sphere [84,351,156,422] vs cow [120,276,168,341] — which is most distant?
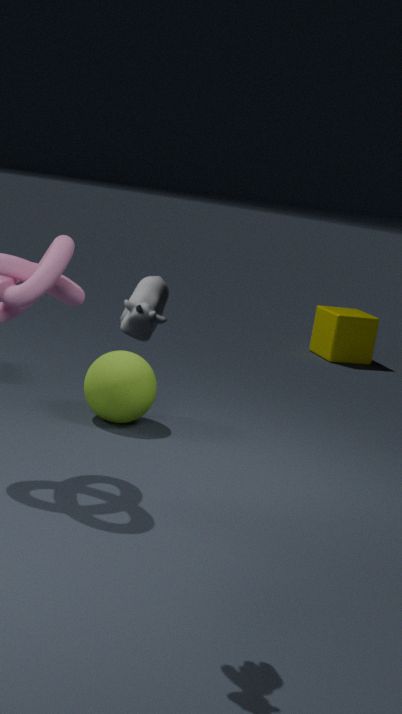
sphere [84,351,156,422]
